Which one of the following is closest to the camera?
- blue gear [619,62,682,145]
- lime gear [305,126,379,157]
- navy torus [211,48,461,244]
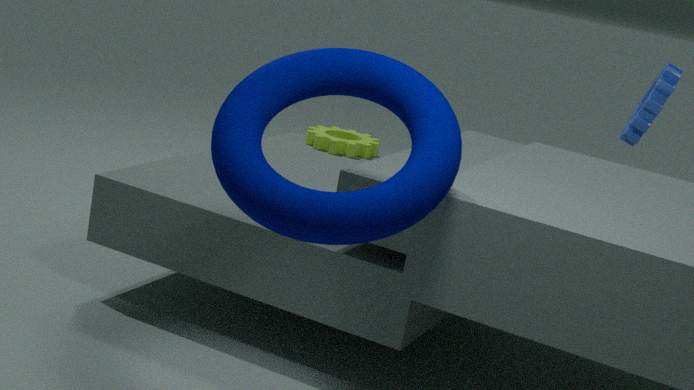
navy torus [211,48,461,244]
